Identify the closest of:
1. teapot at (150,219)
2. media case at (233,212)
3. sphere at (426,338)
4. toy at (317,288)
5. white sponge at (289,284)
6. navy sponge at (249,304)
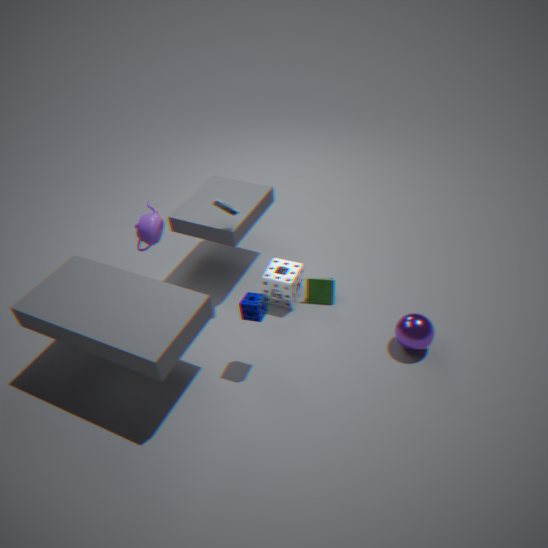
navy sponge at (249,304)
